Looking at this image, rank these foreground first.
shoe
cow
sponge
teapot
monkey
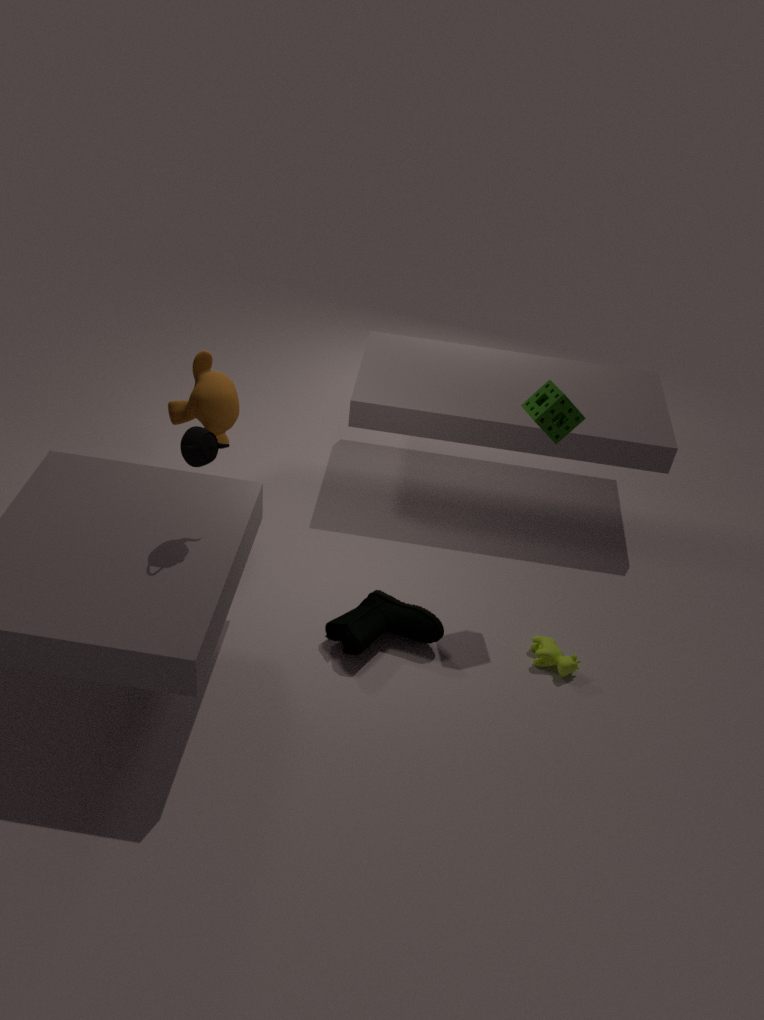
teapot < sponge < shoe < cow < monkey
